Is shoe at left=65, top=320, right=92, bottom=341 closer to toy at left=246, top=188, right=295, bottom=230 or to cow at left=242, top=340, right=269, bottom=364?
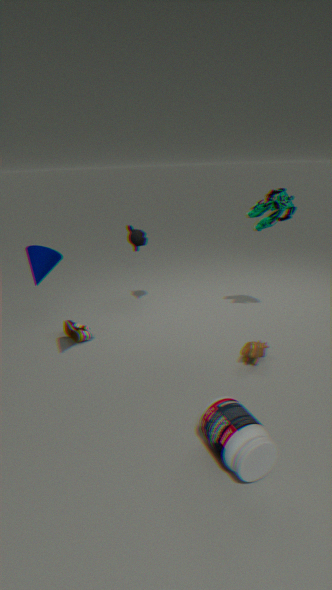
cow at left=242, top=340, right=269, bottom=364
